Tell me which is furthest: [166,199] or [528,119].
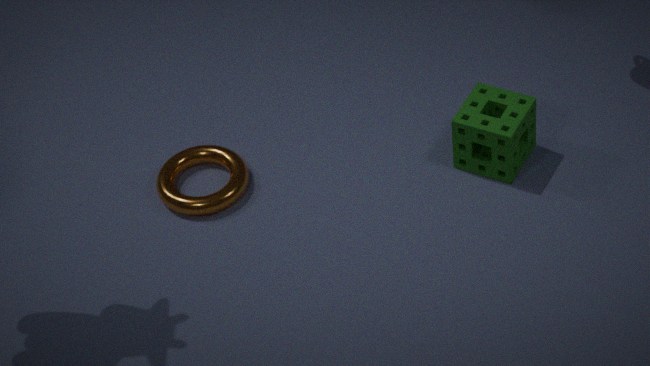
[166,199]
